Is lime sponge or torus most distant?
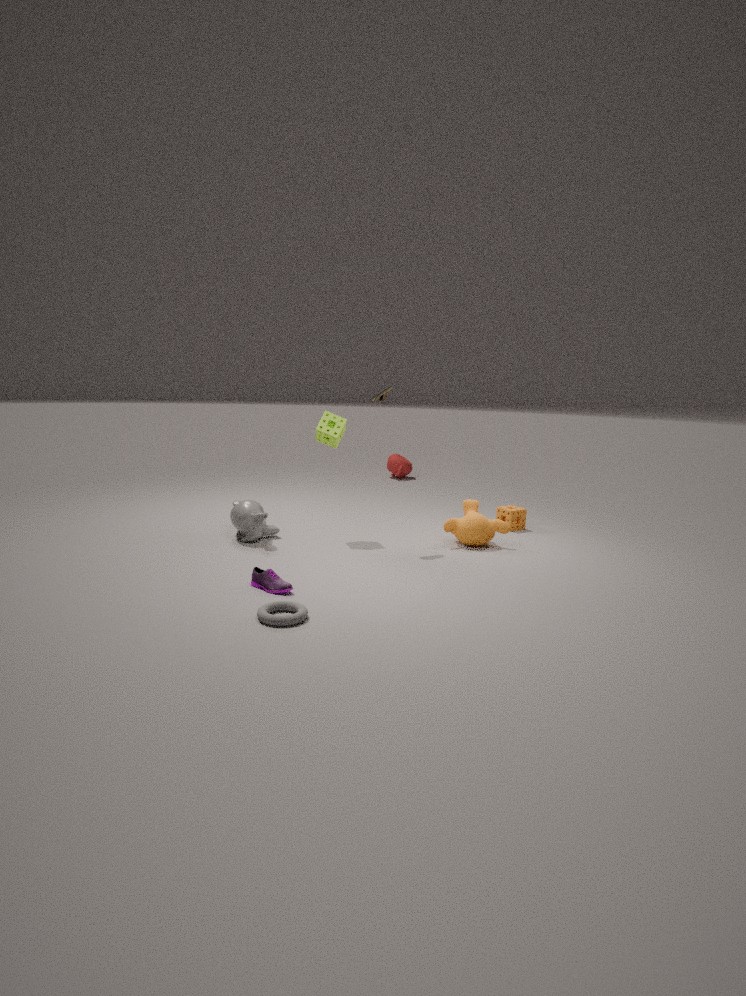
lime sponge
